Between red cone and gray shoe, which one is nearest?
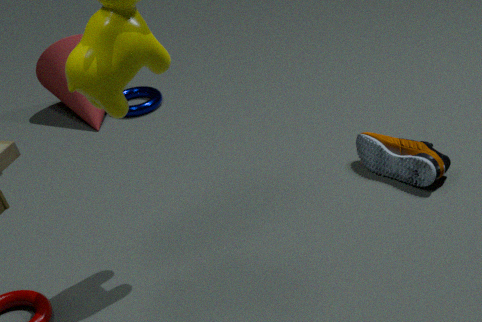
gray shoe
